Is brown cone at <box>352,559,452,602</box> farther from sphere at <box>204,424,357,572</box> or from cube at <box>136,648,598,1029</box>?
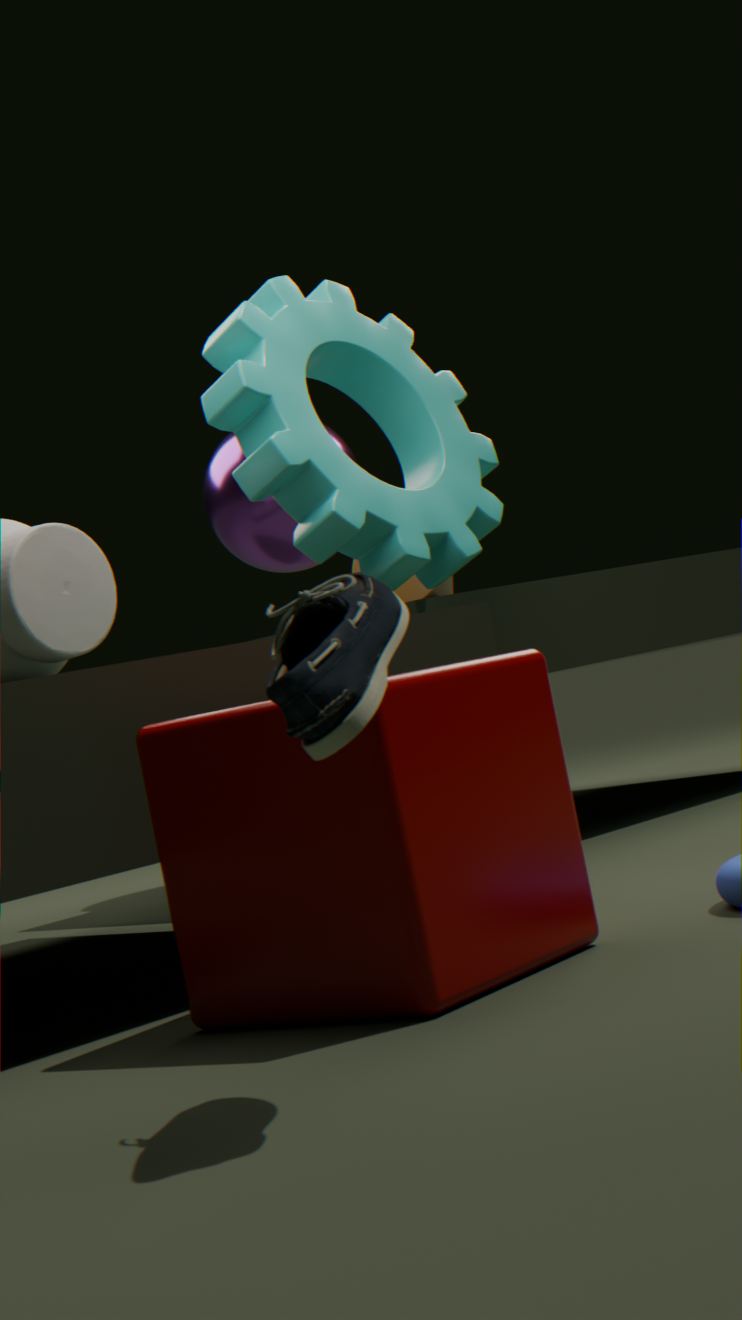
cube at <box>136,648,598,1029</box>
